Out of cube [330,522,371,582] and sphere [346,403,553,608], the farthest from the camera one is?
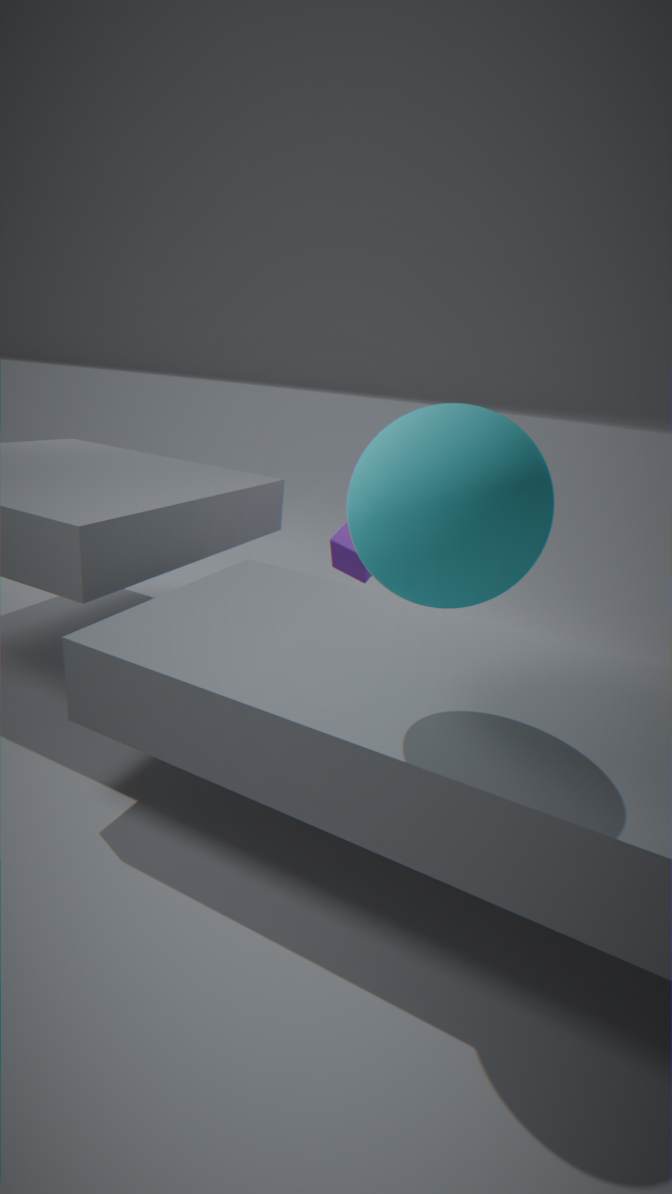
cube [330,522,371,582]
